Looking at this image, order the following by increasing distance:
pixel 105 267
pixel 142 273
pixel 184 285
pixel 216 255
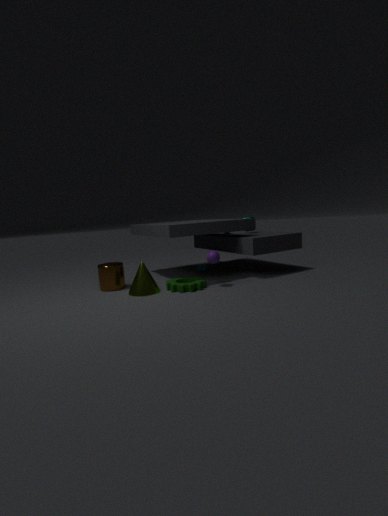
pixel 184 285, pixel 142 273, pixel 216 255, pixel 105 267
